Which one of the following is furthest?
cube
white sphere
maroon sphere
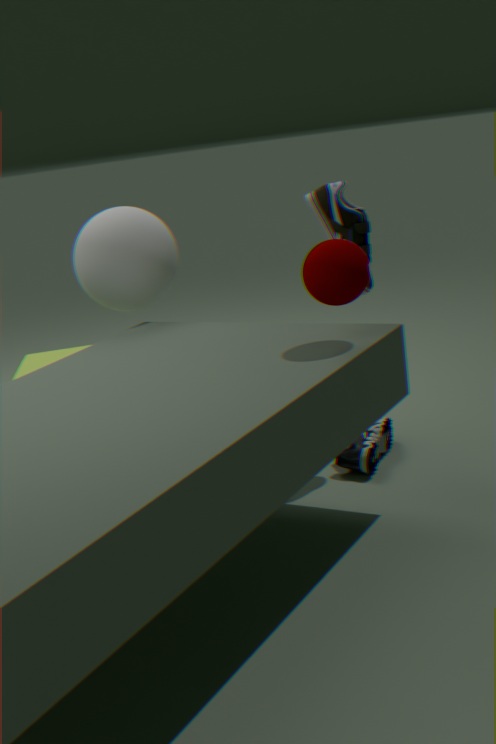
cube
